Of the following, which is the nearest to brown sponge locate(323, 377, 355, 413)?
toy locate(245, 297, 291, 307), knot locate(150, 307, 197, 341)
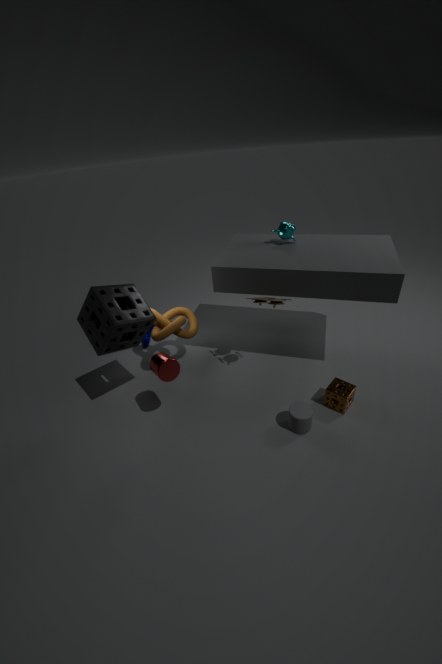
toy locate(245, 297, 291, 307)
